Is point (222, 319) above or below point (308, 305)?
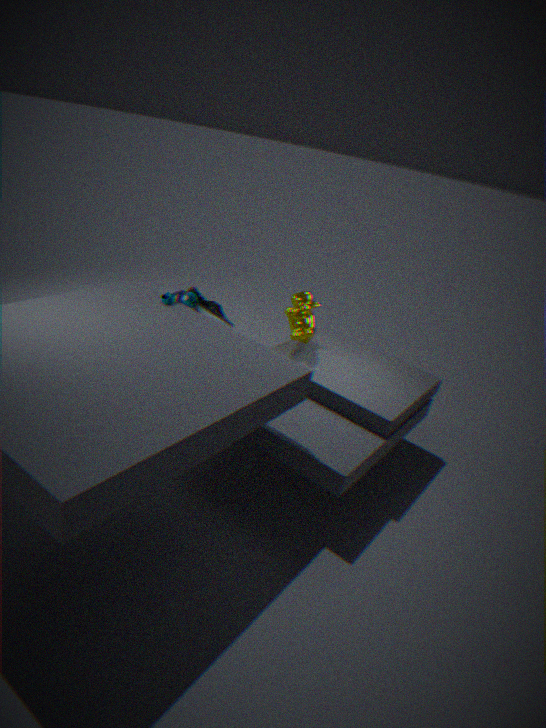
below
